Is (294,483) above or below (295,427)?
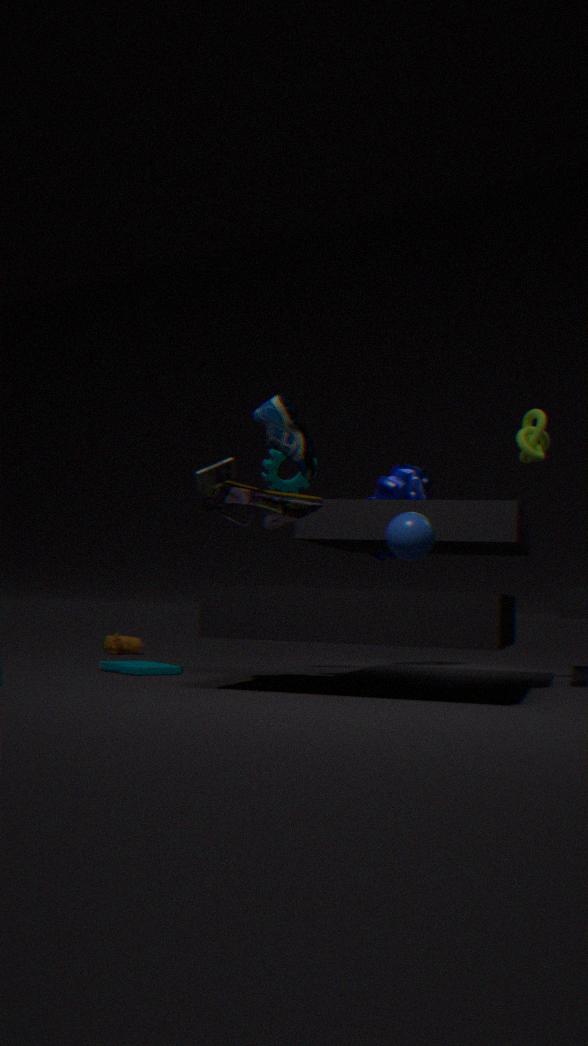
below
